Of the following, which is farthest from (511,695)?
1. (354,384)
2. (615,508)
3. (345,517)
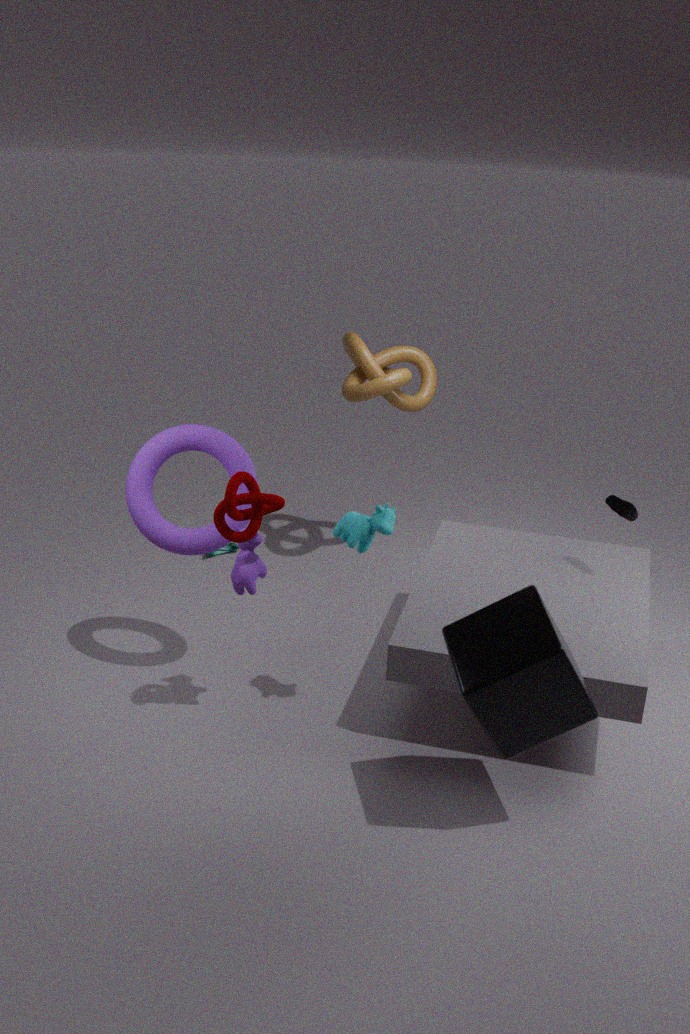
(354,384)
